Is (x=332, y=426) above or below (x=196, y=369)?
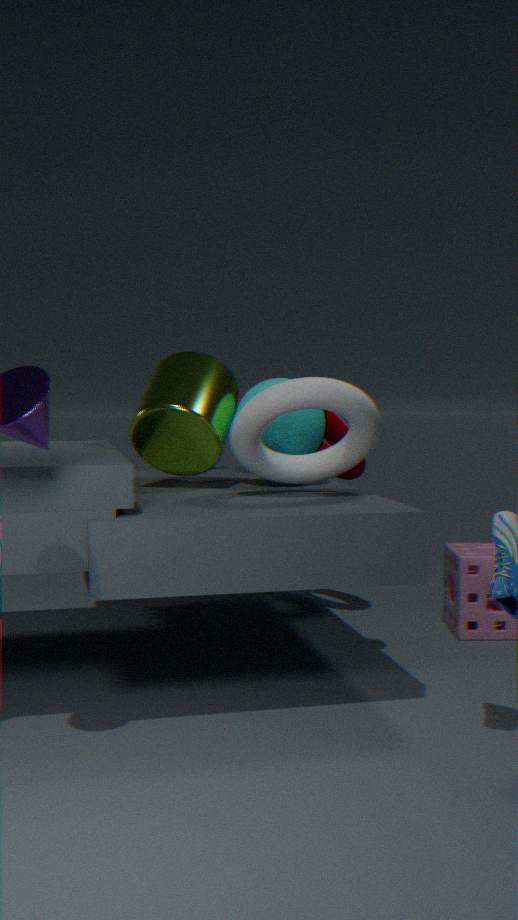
below
